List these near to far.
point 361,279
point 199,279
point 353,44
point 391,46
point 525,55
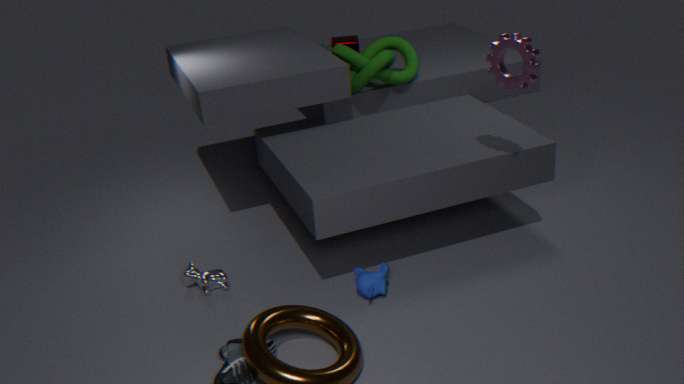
point 525,55 → point 361,279 → point 199,279 → point 391,46 → point 353,44
